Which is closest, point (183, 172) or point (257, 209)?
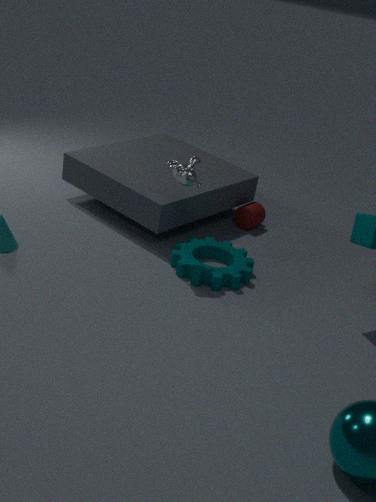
point (183, 172)
